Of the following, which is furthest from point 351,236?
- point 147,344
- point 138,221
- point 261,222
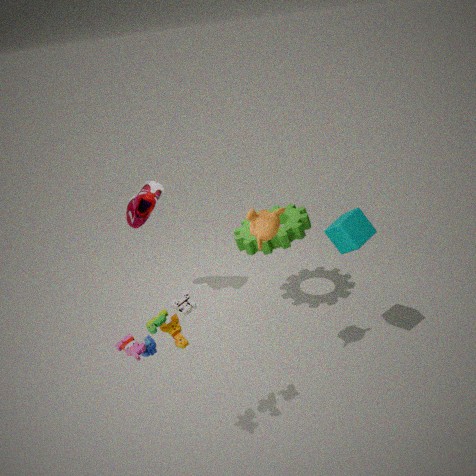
point 138,221
